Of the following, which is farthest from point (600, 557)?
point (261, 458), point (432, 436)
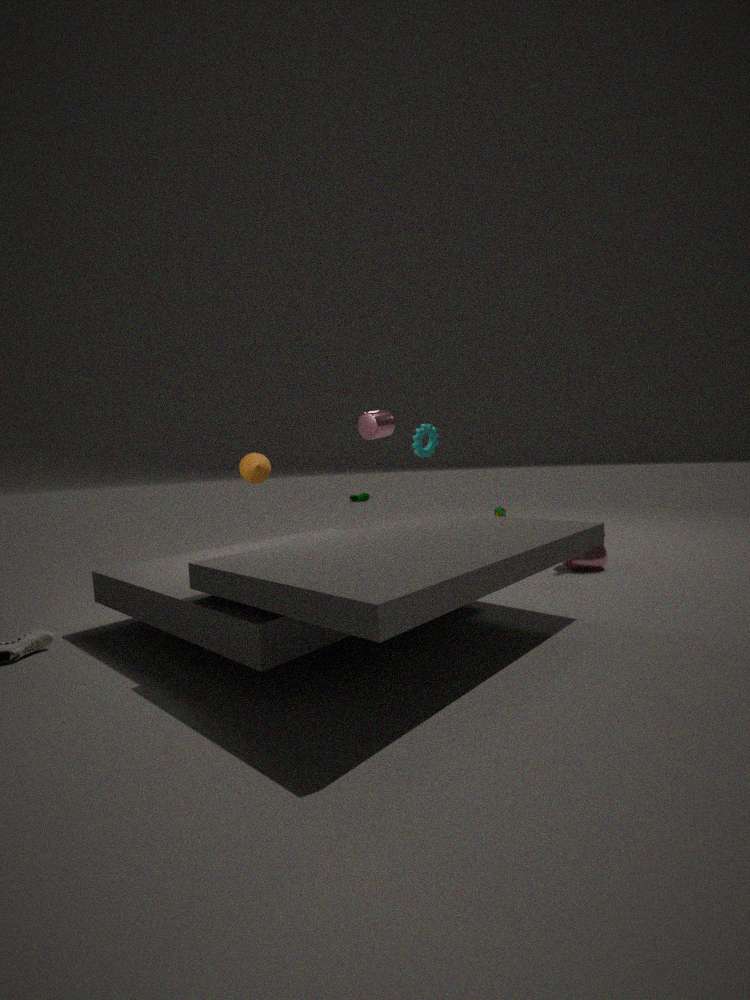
point (261, 458)
